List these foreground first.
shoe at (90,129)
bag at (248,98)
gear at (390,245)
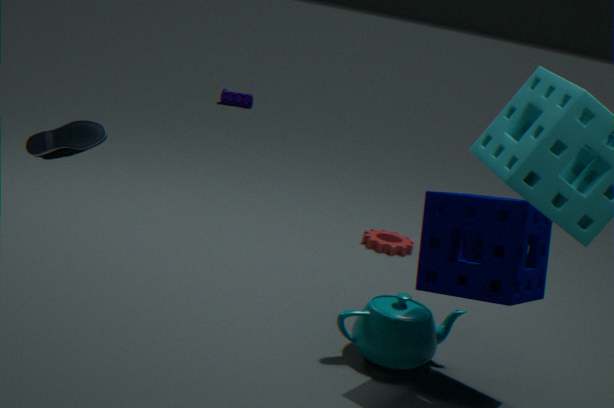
shoe at (90,129) → gear at (390,245) → bag at (248,98)
